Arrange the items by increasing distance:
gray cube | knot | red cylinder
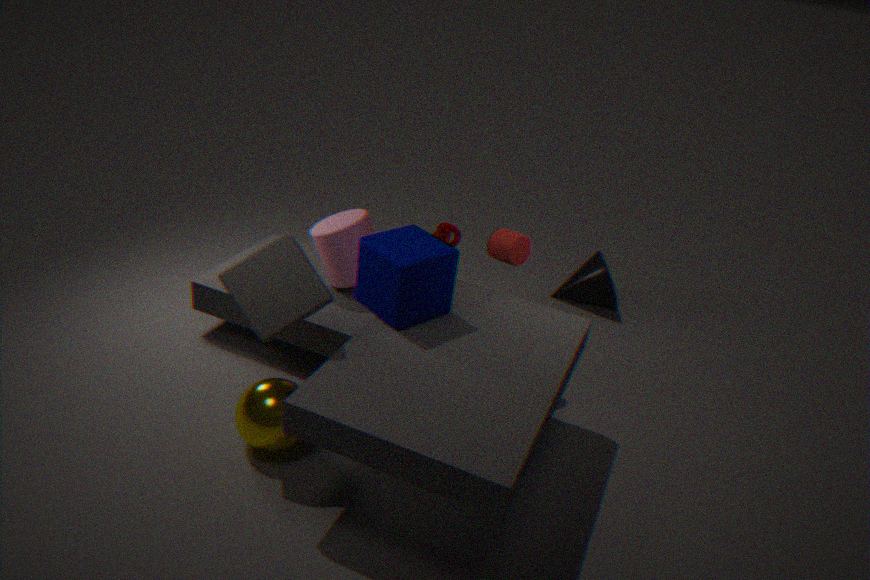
gray cube < red cylinder < knot
